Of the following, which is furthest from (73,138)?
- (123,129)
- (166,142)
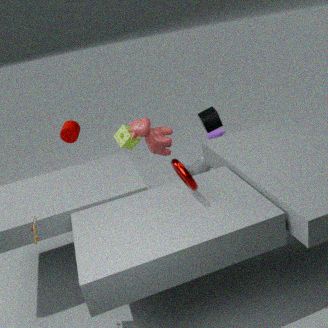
(166,142)
